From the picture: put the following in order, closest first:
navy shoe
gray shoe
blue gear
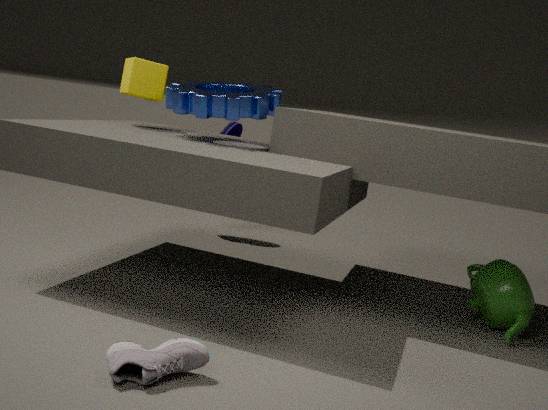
gray shoe → blue gear → navy shoe
